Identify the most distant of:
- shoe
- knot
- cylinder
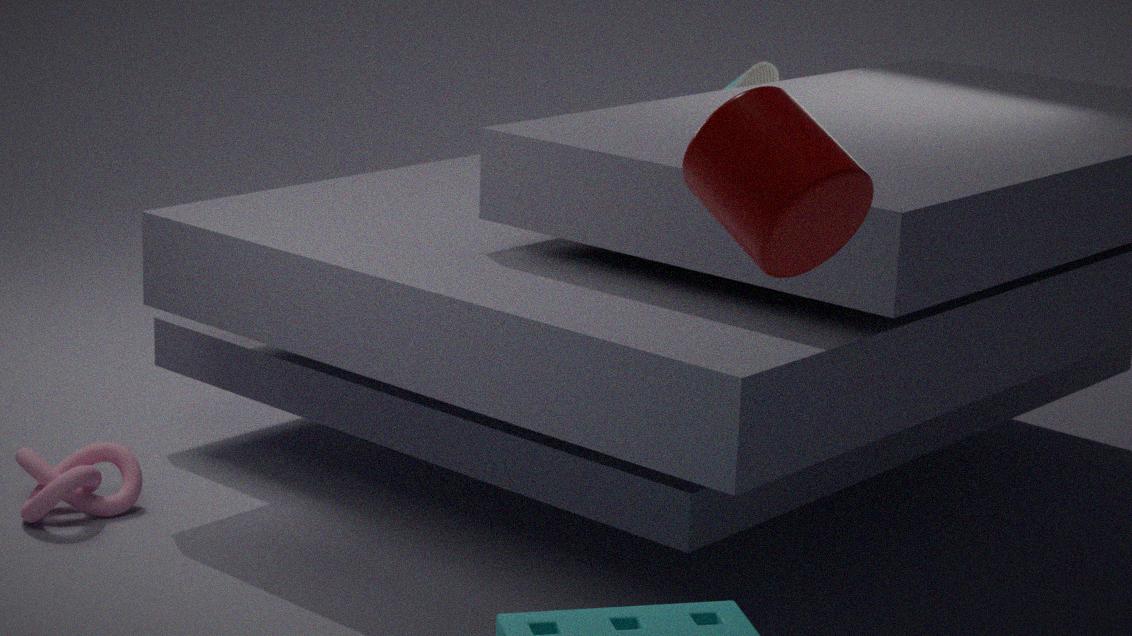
shoe
